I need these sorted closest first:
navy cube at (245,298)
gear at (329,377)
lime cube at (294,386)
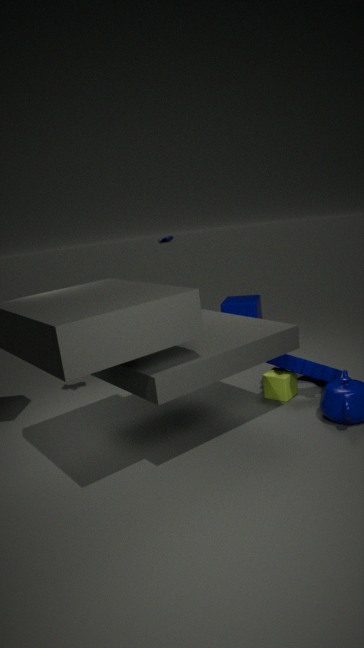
1. gear at (329,377)
2. lime cube at (294,386)
3. navy cube at (245,298)
